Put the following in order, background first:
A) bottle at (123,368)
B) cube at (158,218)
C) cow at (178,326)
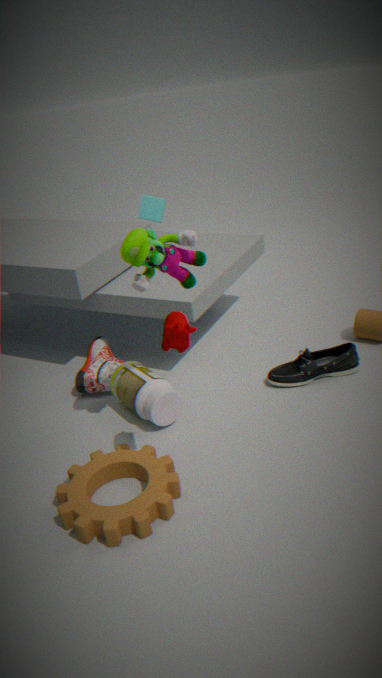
cube at (158,218) < bottle at (123,368) < cow at (178,326)
